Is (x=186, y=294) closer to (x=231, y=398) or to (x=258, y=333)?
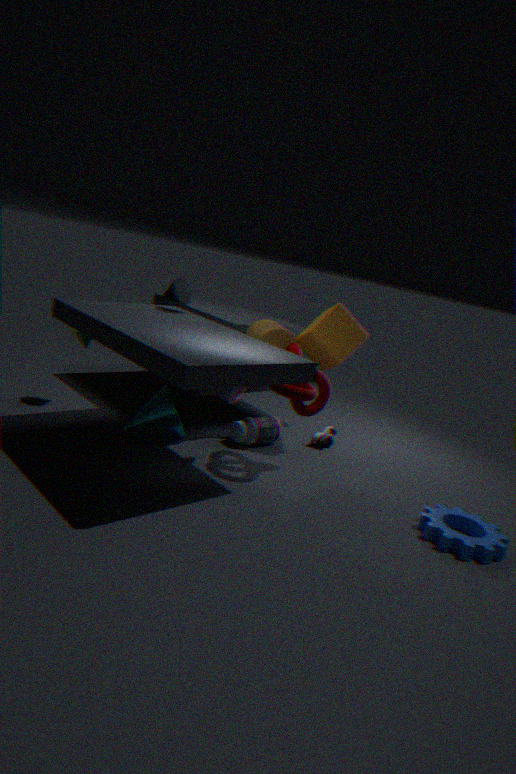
(x=258, y=333)
